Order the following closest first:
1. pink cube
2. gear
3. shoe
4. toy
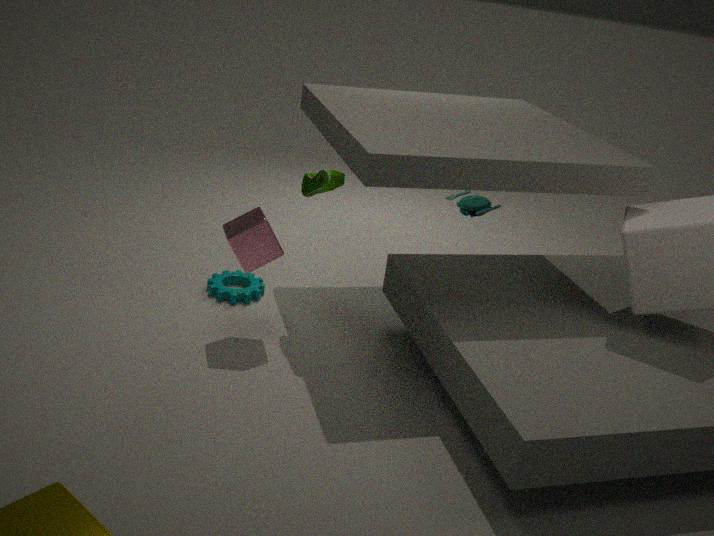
pink cube < shoe < gear < toy
